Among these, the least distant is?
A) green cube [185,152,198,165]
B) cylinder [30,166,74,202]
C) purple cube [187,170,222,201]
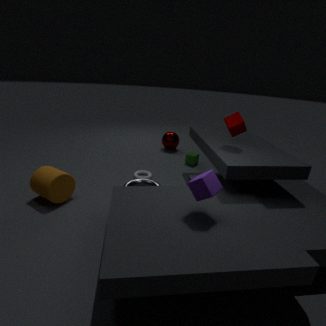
purple cube [187,170,222,201]
